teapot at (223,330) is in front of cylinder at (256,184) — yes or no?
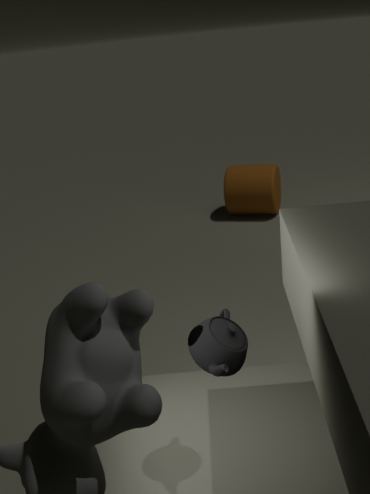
Yes
